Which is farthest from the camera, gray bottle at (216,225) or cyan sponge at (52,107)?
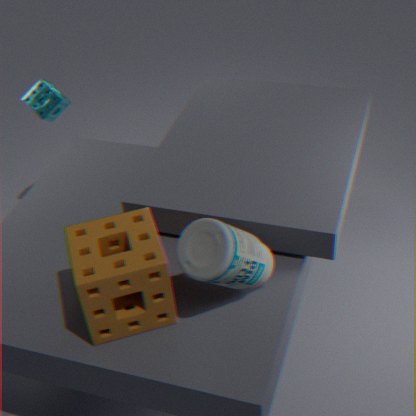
cyan sponge at (52,107)
